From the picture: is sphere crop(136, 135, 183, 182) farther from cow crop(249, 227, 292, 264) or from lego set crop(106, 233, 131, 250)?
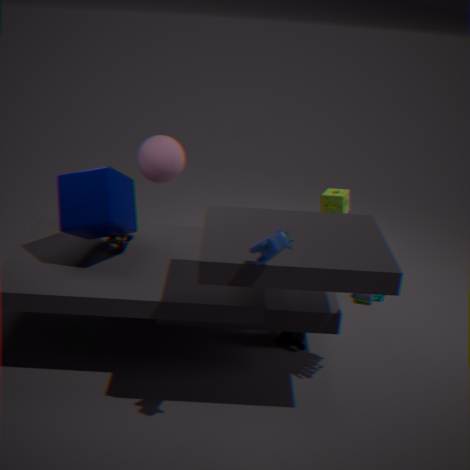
cow crop(249, 227, 292, 264)
